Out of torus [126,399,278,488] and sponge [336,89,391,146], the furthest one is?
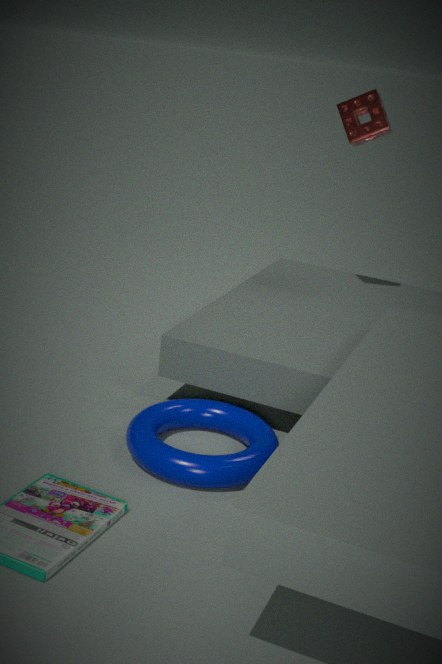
sponge [336,89,391,146]
